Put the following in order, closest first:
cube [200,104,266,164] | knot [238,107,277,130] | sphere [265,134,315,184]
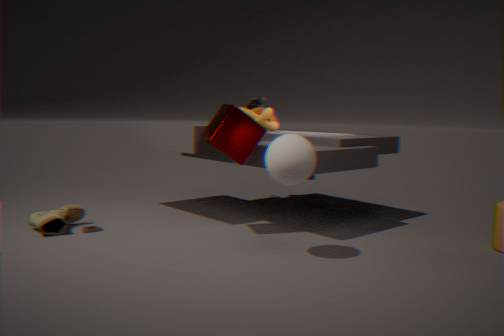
sphere [265,134,315,184] → cube [200,104,266,164] → knot [238,107,277,130]
